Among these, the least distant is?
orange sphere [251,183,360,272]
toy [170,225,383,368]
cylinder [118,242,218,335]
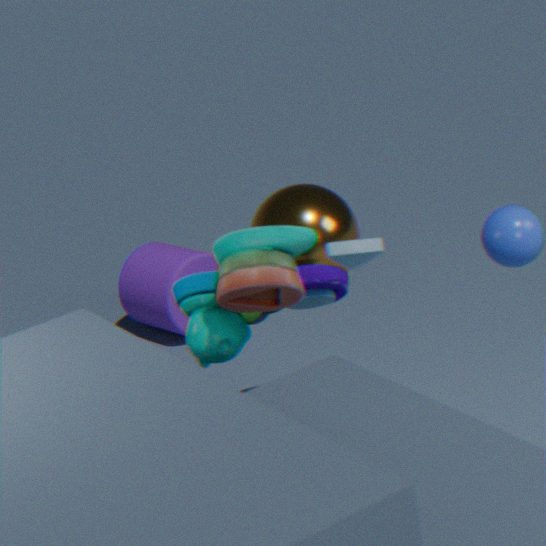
toy [170,225,383,368]
